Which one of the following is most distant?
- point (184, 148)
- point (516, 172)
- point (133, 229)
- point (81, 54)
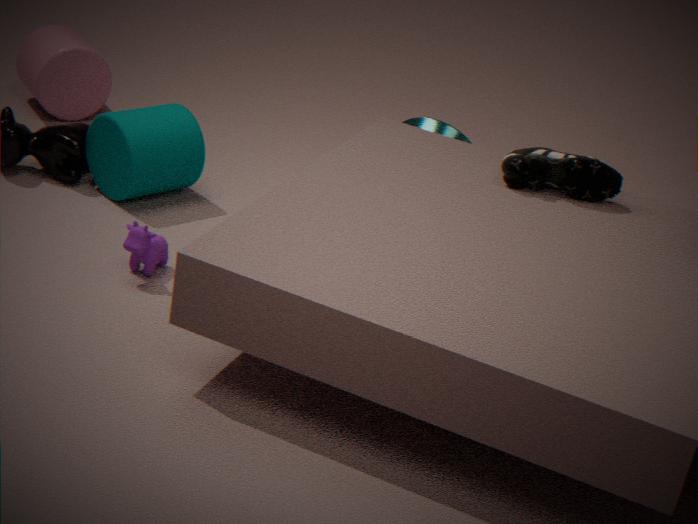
point (81, 54)
